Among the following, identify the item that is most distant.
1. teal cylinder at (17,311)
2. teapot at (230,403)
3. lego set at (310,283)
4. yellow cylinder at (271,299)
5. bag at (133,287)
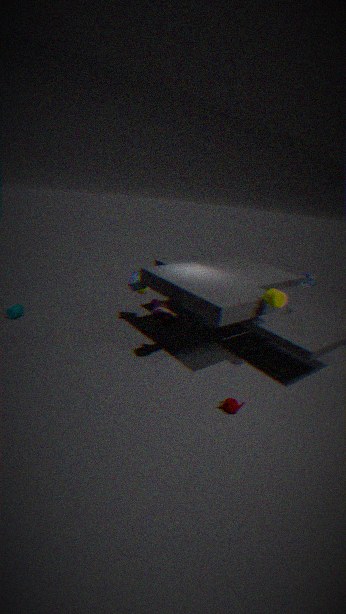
bag at (133,287)
